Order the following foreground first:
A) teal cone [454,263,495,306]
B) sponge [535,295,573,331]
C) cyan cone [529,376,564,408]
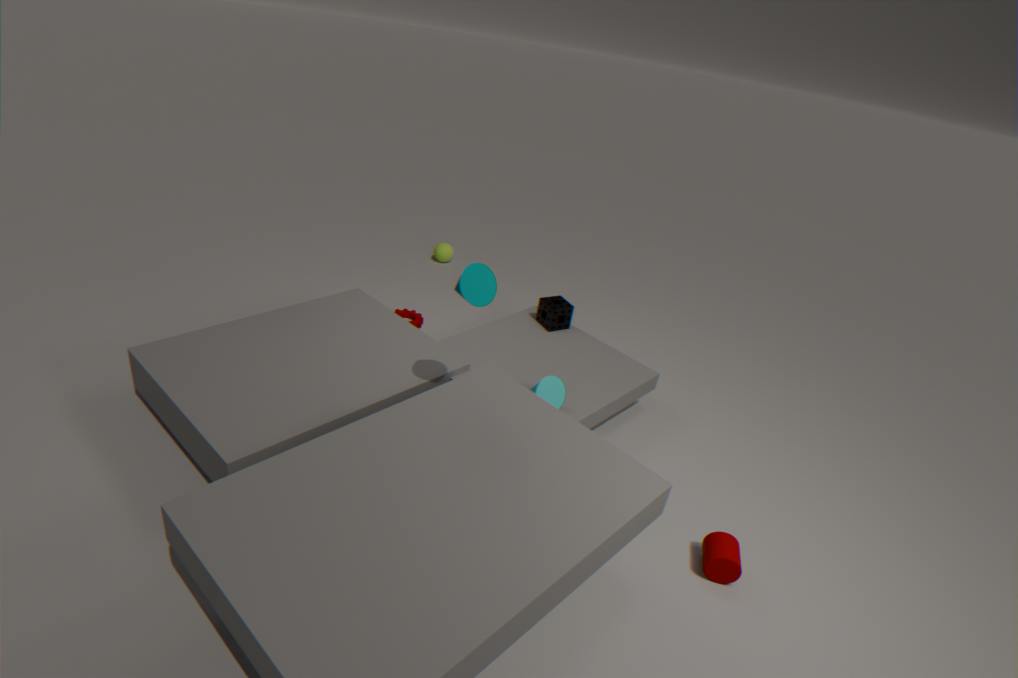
teal cone [454,263,495,306]
cyan cone [529,376,564,408]
sponge [535,295,573,331]
